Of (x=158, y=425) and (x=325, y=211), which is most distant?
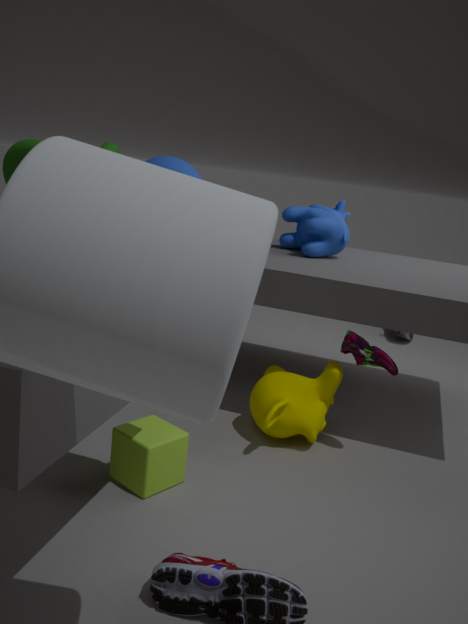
(x=325, y=211)
